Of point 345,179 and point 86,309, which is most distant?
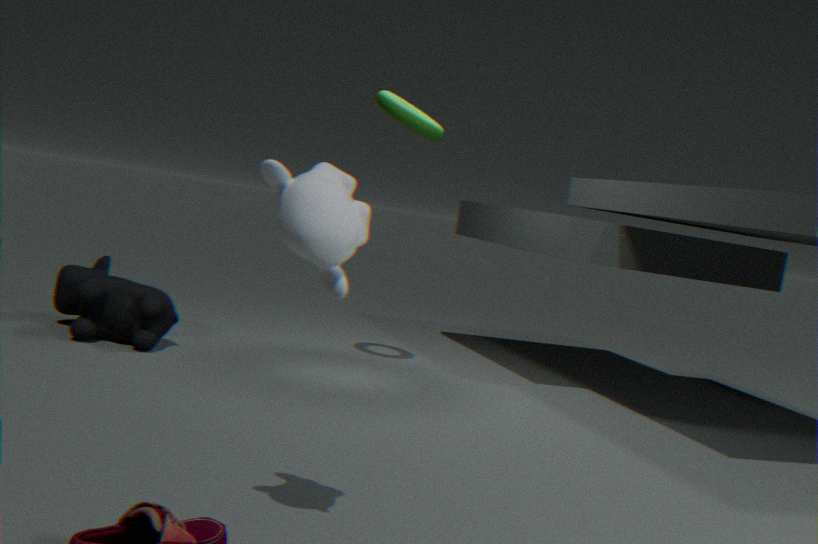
point 86,309
